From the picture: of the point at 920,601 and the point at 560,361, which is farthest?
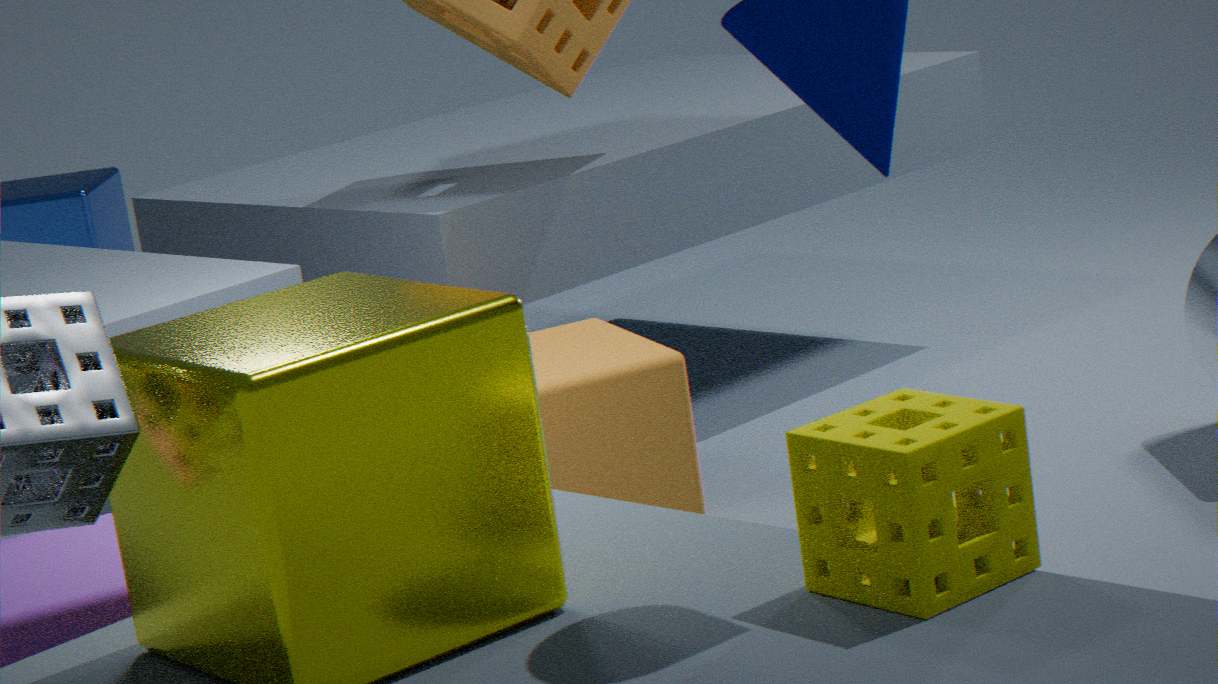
the point at 560,361
